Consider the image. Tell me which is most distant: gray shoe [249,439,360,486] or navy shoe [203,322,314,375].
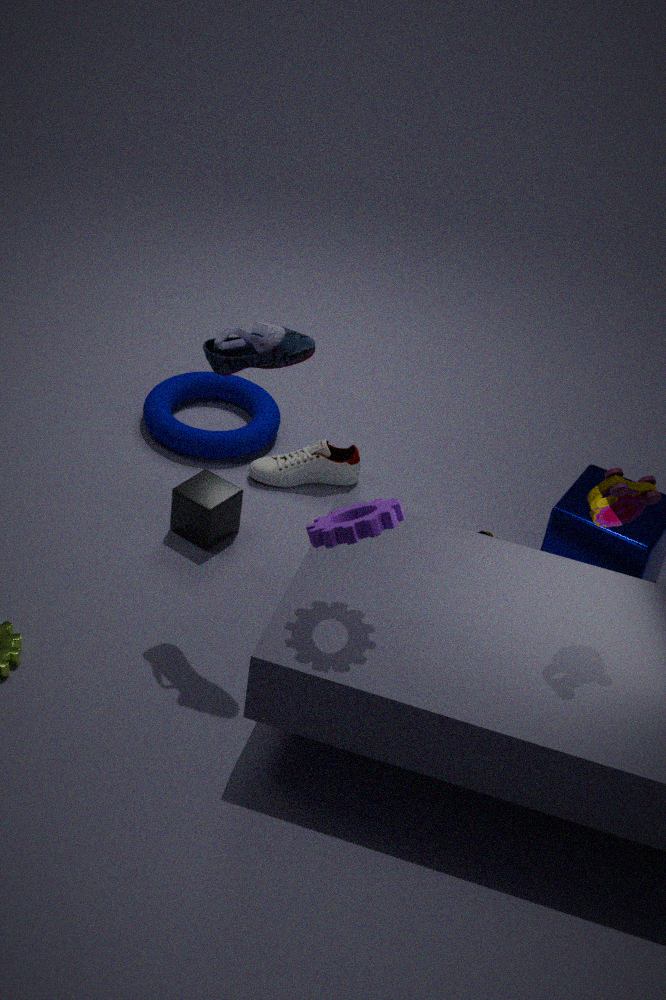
gray shoe [249,439,360,486]
